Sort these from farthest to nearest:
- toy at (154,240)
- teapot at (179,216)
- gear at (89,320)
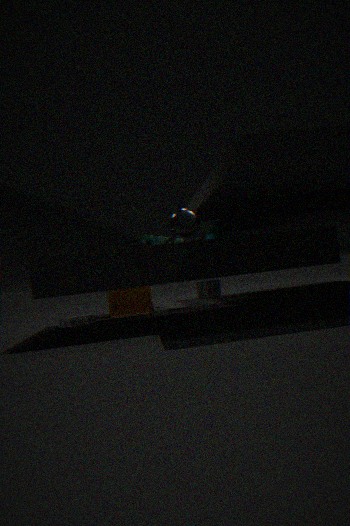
toy at (154,240) < gear at (89,320) < teapot at (179,216)
